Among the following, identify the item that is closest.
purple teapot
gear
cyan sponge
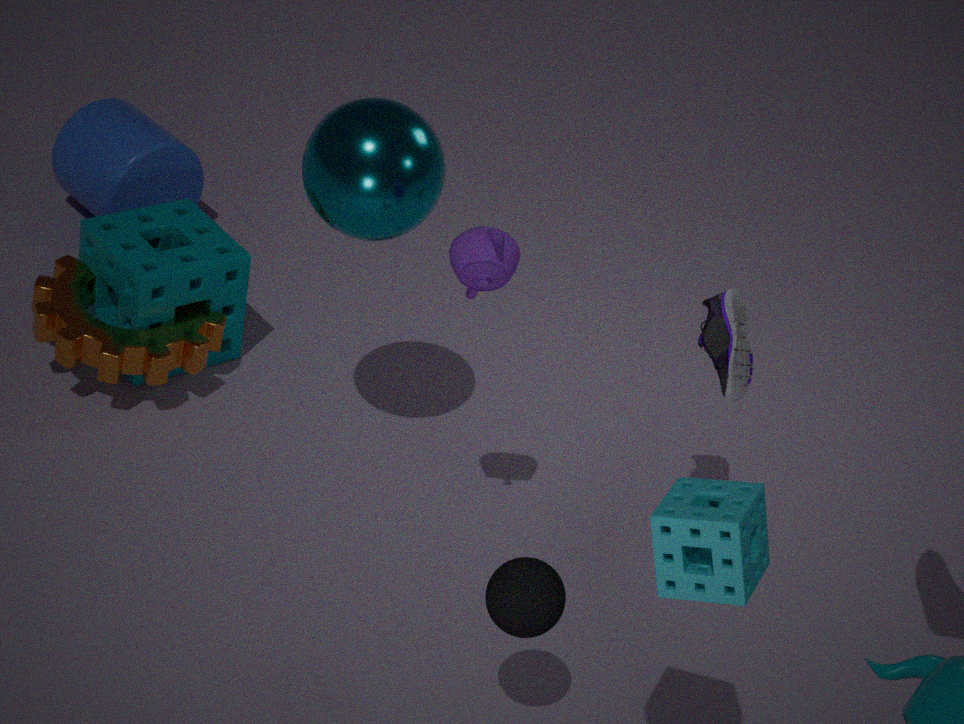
cyan sponge
